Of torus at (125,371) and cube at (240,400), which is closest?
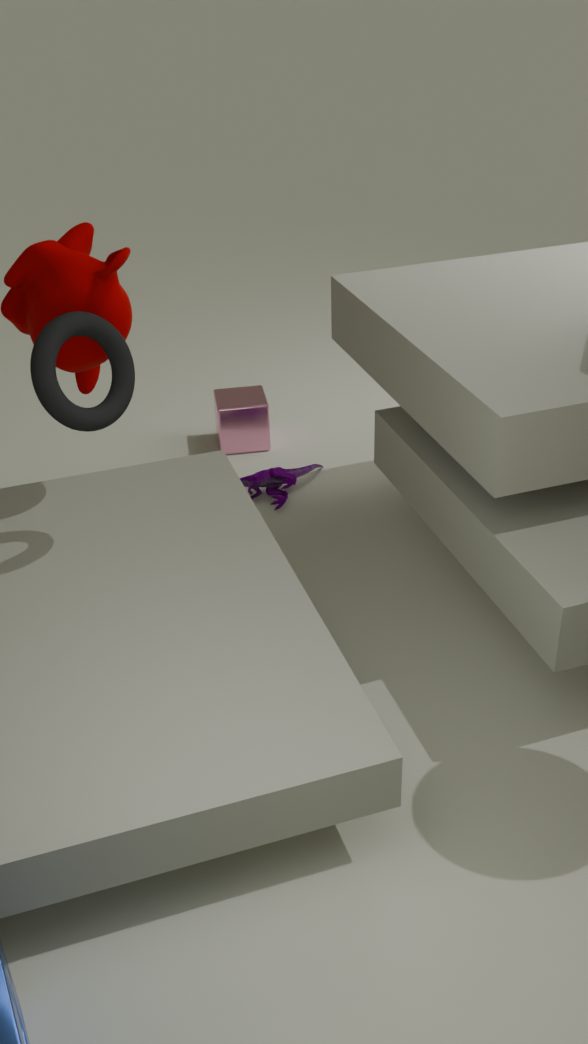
torus at (125,371)
